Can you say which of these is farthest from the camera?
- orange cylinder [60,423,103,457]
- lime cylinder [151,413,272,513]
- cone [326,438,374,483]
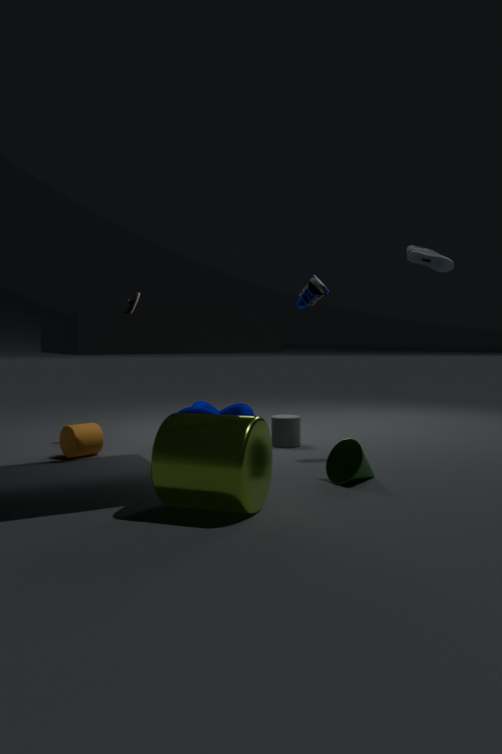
orange cylinder [60,423,103,457]
